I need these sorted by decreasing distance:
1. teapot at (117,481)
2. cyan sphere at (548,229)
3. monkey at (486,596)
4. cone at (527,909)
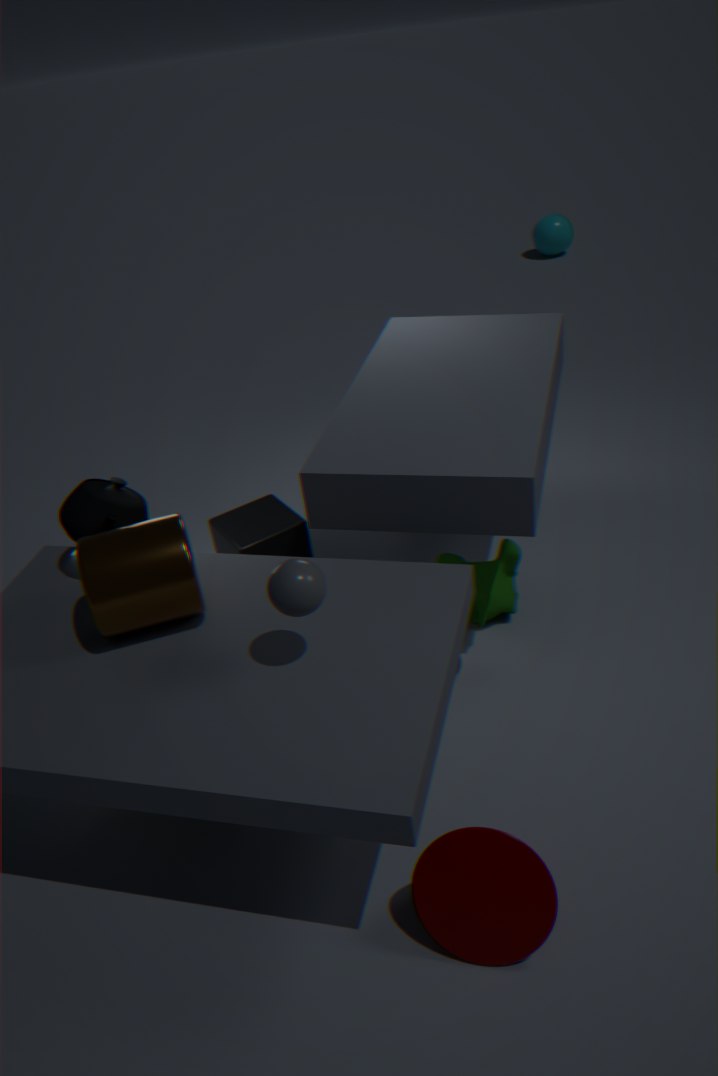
1. cyan sphere at (548,229)
2. monkey at (486,596)
3. teapot at (117,481)
4. cone at (527,909)
